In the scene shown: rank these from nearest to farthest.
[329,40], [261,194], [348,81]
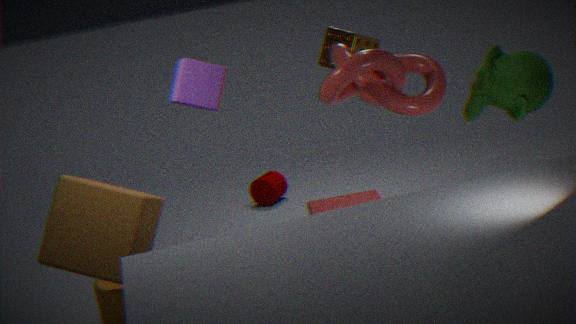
[348,81]
[329,40]
[261,194]
